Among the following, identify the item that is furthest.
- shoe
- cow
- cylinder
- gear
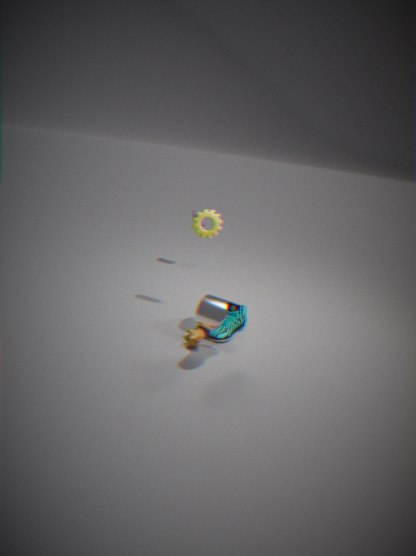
gear
